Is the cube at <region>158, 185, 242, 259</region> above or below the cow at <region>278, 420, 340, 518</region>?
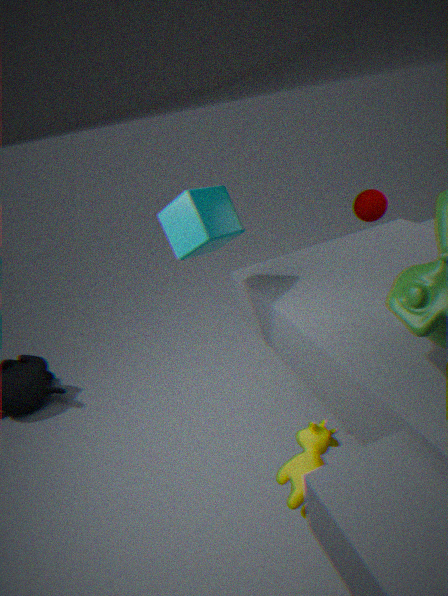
above
